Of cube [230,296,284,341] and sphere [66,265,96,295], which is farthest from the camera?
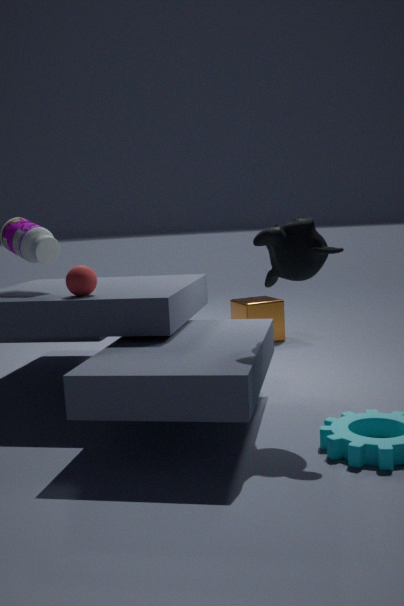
cube [230,296,284,341]
